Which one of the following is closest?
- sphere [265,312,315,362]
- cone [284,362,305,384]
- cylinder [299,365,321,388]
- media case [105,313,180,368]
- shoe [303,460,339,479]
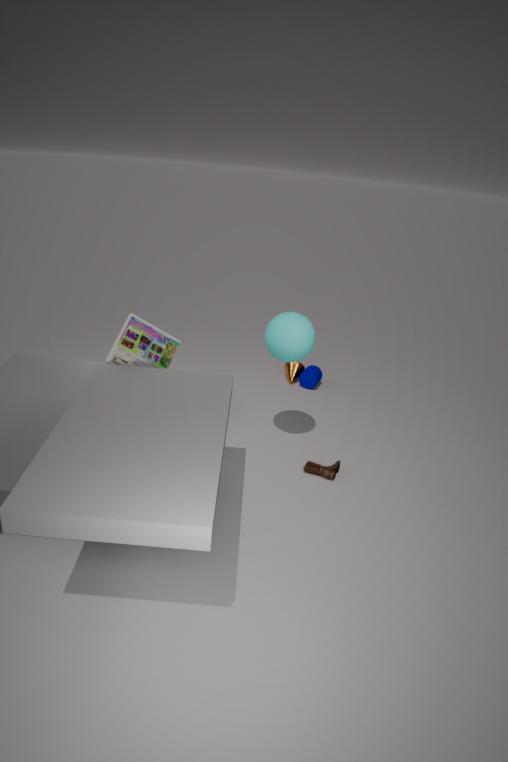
media case [105,313,180,368]
